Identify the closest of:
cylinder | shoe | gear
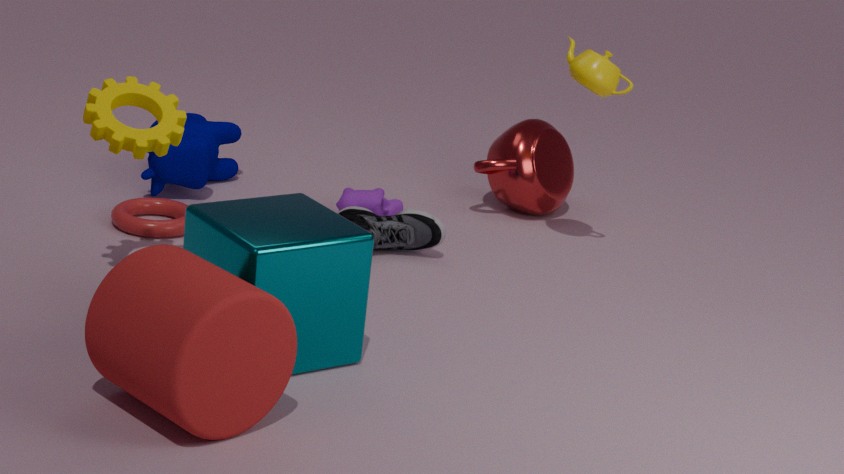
cylinder
